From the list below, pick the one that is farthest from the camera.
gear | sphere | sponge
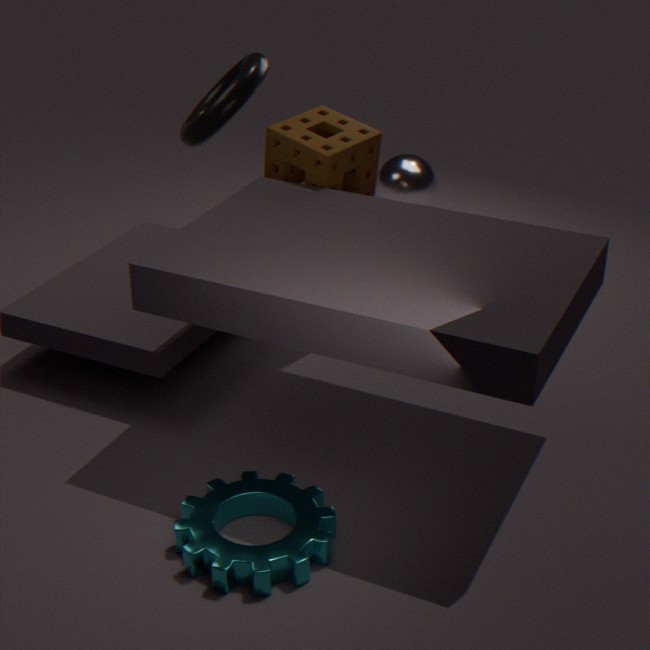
sphere
